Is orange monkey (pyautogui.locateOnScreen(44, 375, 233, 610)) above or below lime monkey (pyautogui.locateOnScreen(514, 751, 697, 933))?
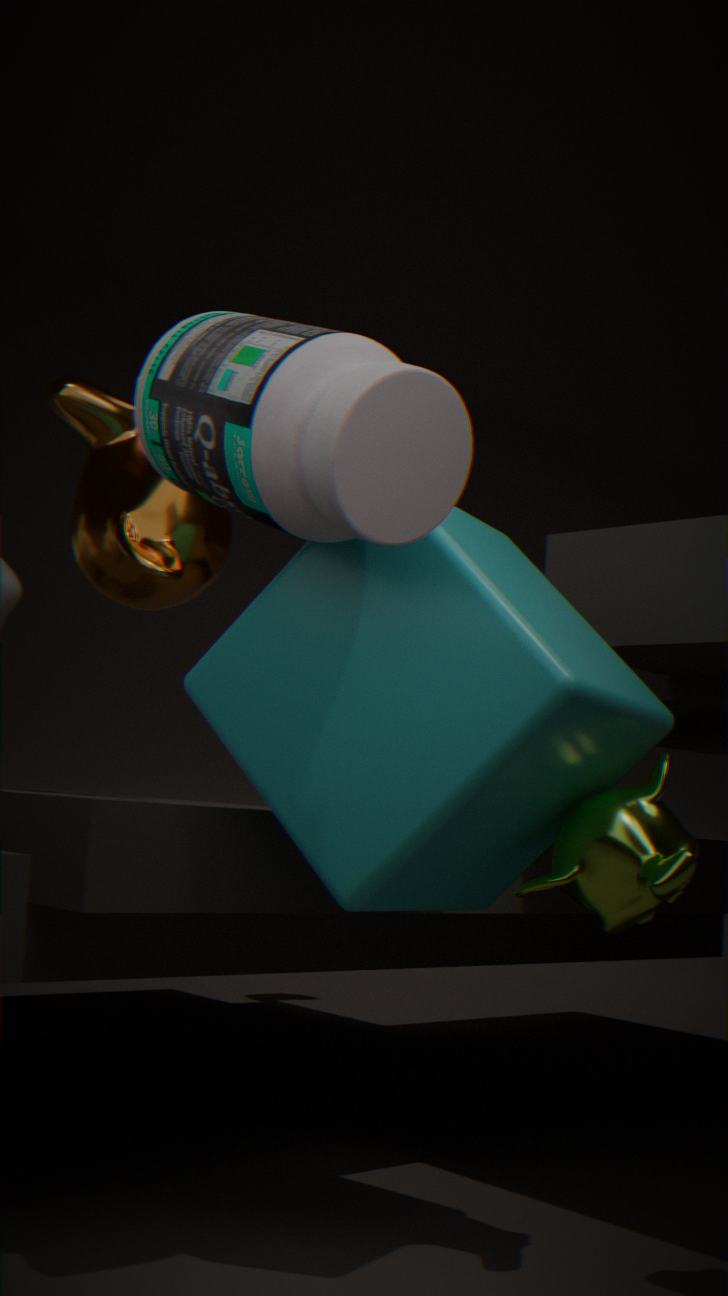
above
